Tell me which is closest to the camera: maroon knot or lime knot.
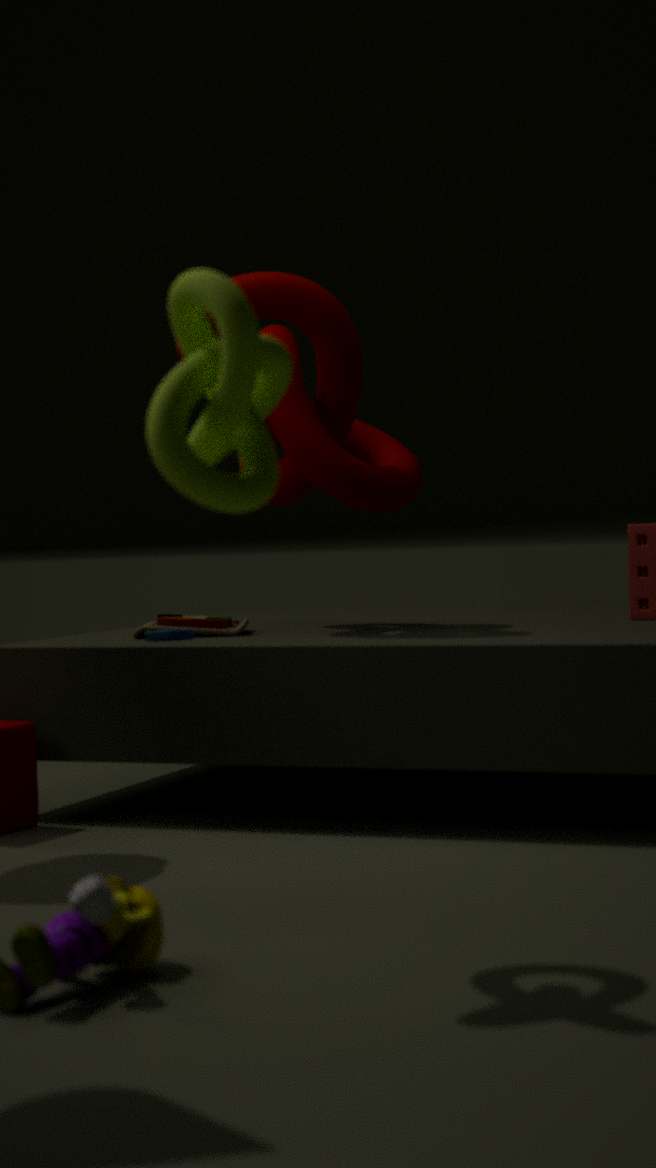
lime knot
